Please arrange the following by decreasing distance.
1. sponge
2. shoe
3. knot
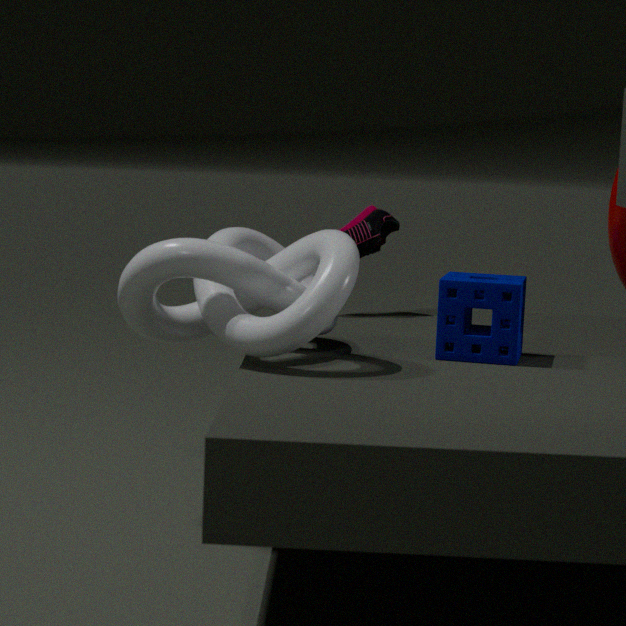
shoe
sponge
knot
